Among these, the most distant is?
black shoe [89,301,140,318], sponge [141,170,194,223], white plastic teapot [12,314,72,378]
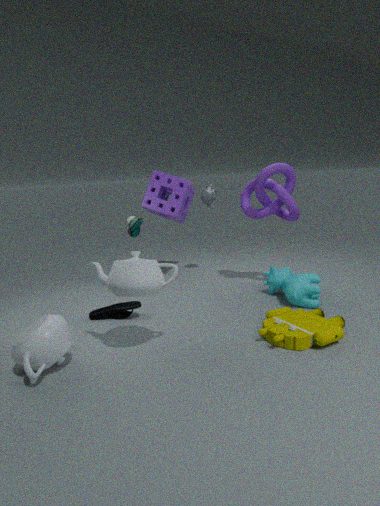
sponge [141,170,194,223]
